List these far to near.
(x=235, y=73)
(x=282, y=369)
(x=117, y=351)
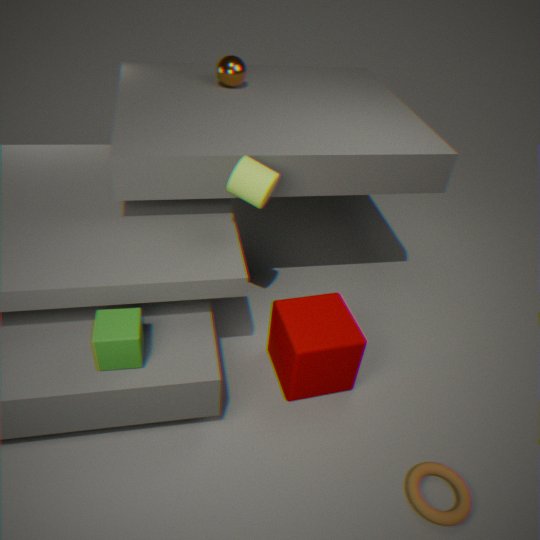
(x=235, y=73) < (x=282, y=369) < (x=117, y=351)
